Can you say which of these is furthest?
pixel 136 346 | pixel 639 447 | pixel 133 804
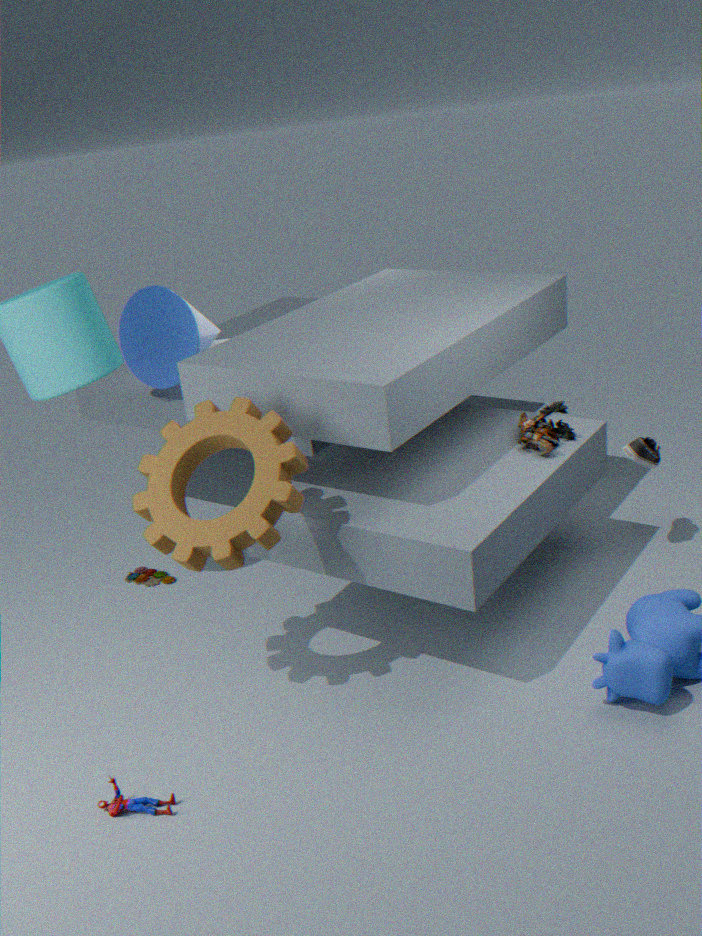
pixel 136 346
